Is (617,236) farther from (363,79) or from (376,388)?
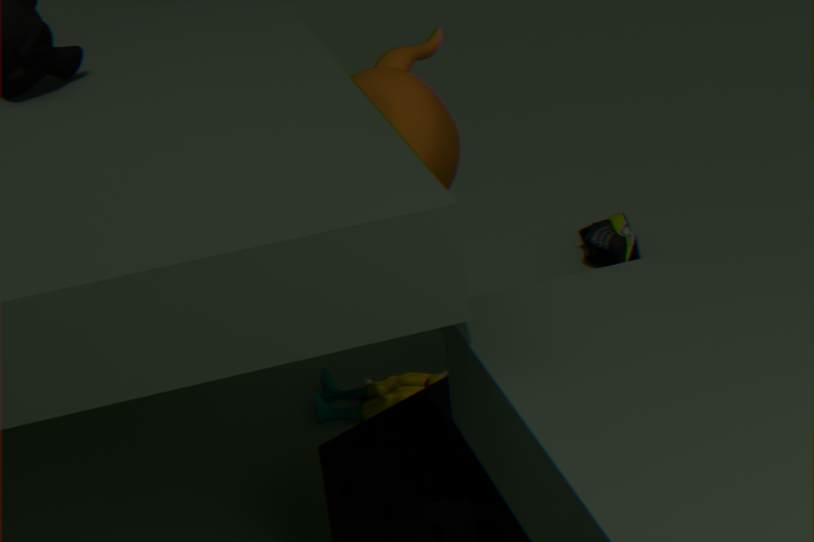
(363,79)
